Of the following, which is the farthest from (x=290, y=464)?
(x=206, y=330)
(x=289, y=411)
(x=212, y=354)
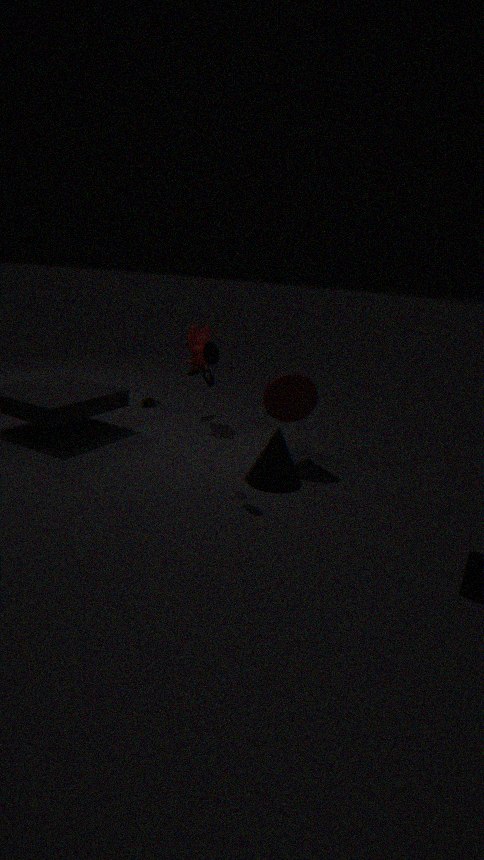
(x=206, y=330)
